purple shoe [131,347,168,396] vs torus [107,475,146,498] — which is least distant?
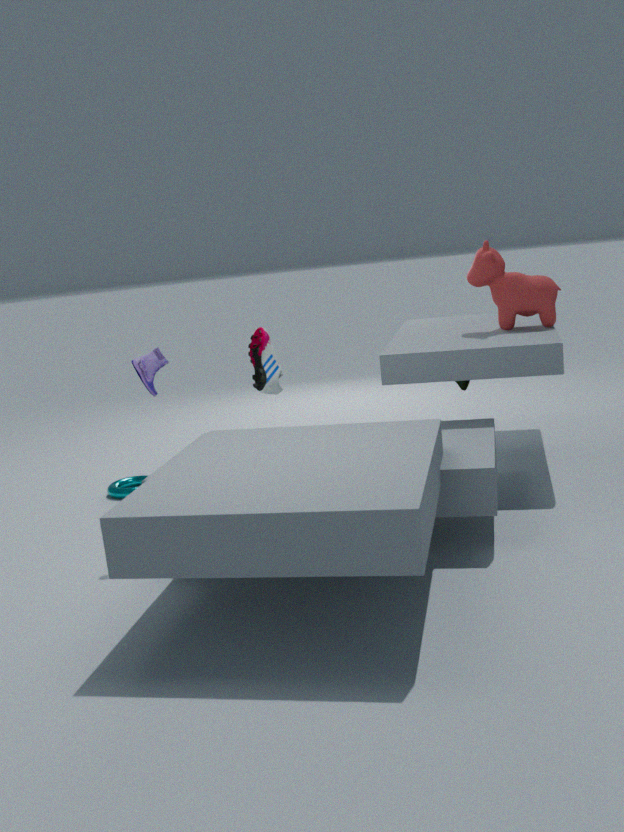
purple shoe [131,347,168,396]
